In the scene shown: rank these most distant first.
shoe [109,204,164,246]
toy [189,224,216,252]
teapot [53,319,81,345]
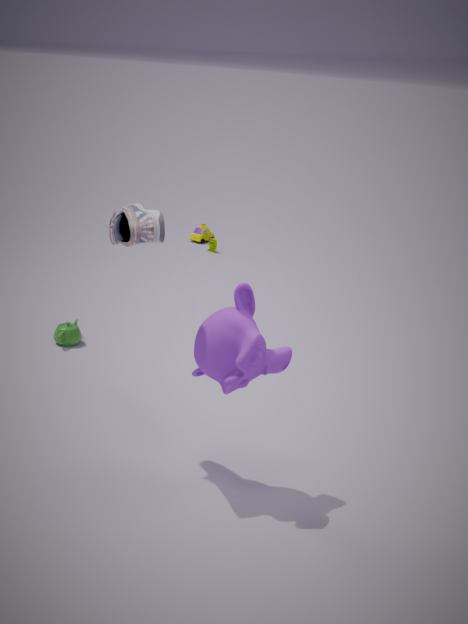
toy [189,224,216,252], teapot [53,319,81,345], shoe [109,204,164,246]
